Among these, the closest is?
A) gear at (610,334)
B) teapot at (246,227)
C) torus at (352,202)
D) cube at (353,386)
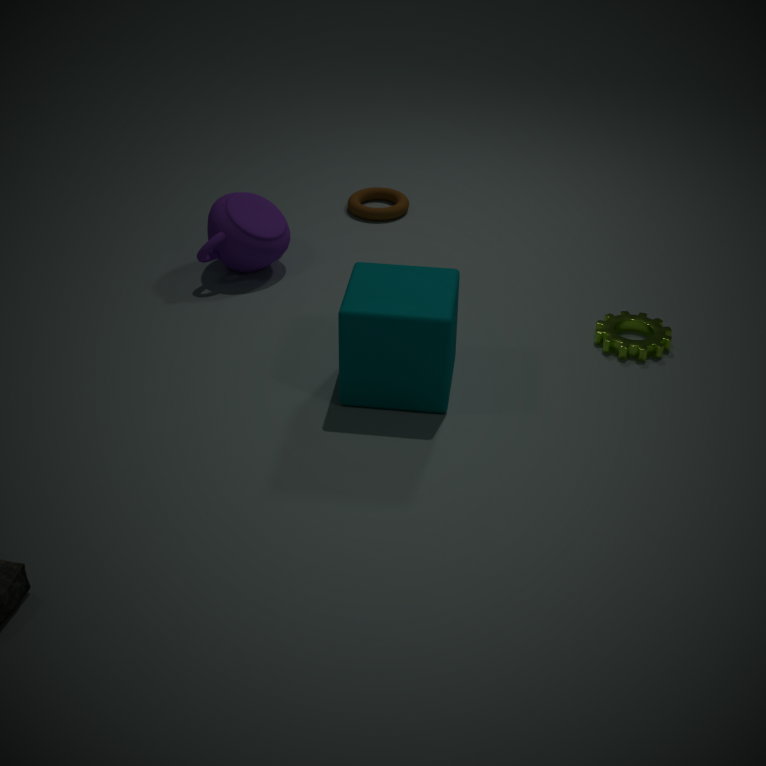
cube at (353,386)
